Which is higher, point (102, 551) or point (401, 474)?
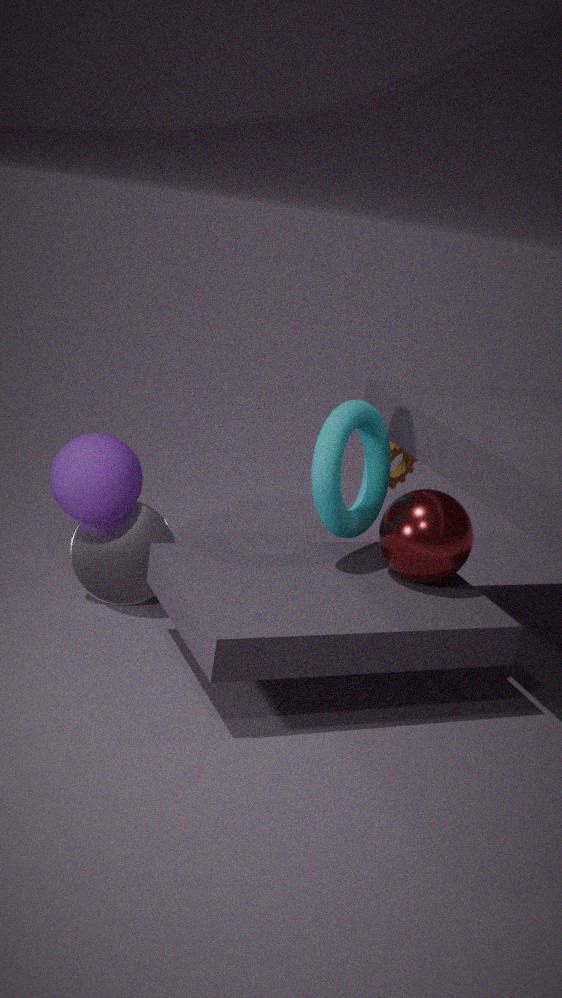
point (401, 474)
